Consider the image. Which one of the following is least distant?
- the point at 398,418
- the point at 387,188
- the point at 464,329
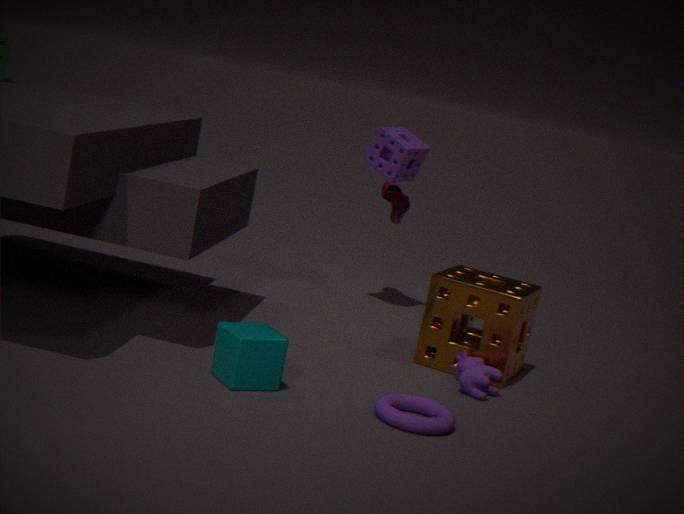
the point at 398,418
